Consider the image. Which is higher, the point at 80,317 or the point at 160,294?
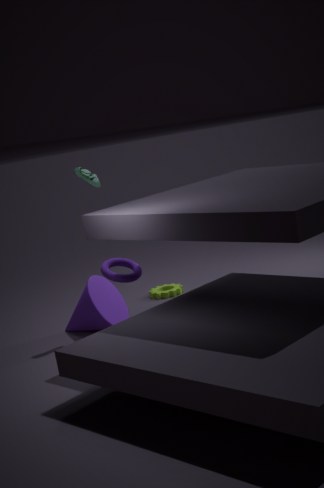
the point at 80,317
